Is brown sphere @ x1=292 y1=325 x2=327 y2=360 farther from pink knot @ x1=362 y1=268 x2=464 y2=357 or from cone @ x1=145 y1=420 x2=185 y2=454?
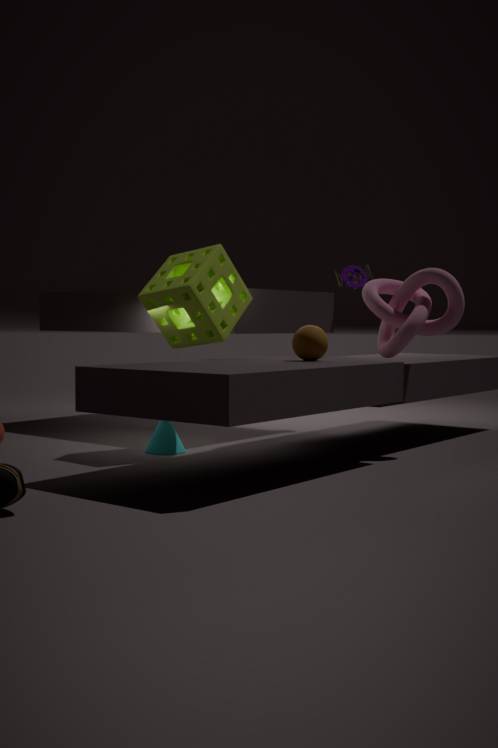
cone @ x1=145 y1=420 x2=185 y2=454
